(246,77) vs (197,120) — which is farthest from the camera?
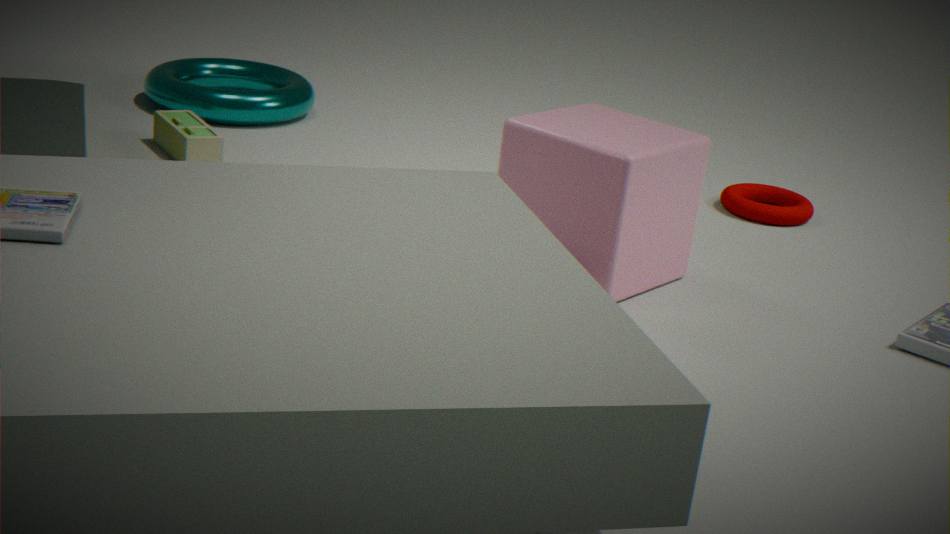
(246,77)
